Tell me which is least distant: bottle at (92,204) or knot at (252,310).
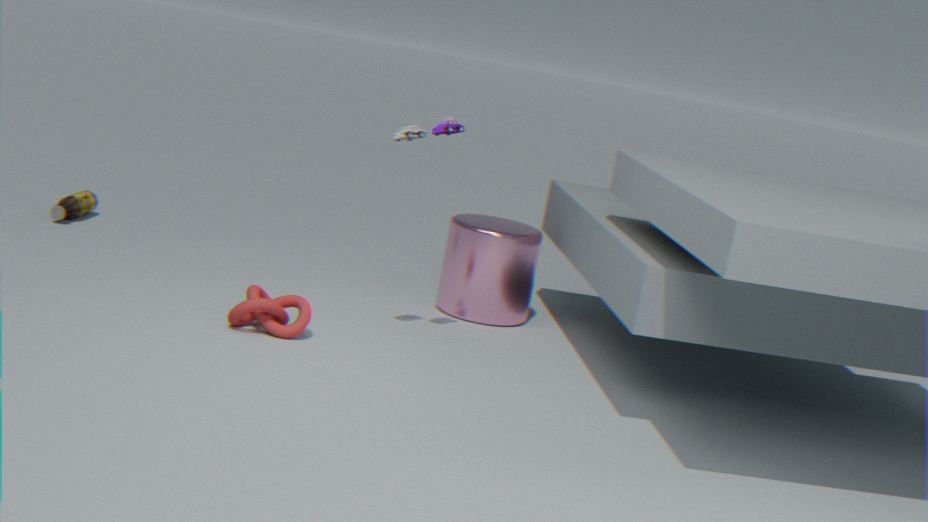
knot at (252,310)
